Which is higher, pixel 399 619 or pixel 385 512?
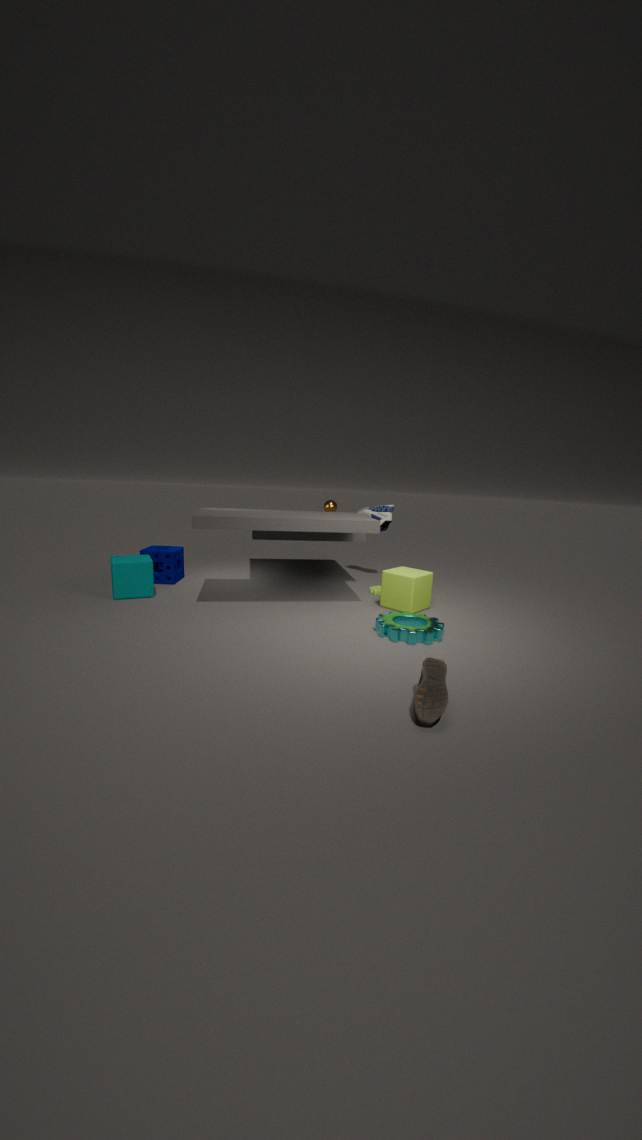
pixel 385 512
